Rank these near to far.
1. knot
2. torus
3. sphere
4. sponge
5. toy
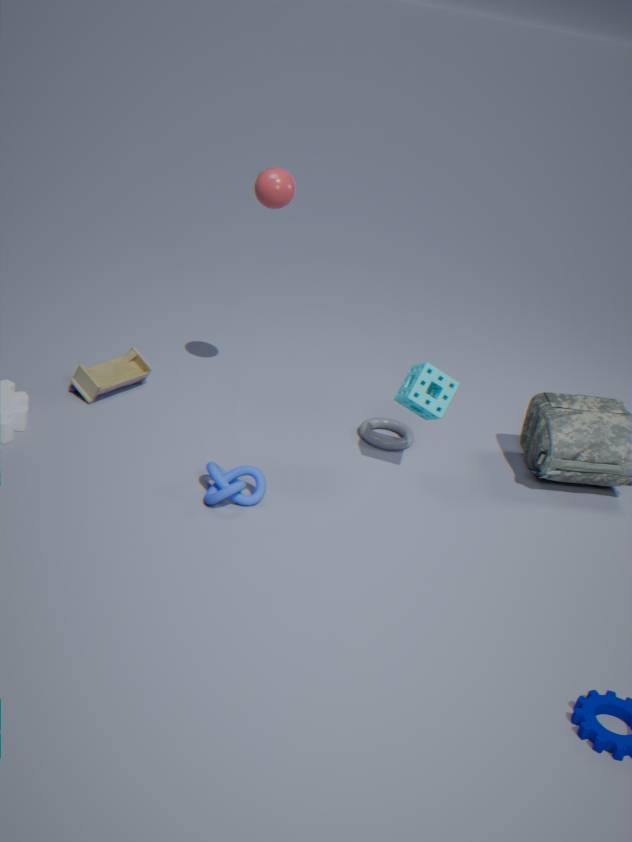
knot < sponge < sphere < toy < torus
